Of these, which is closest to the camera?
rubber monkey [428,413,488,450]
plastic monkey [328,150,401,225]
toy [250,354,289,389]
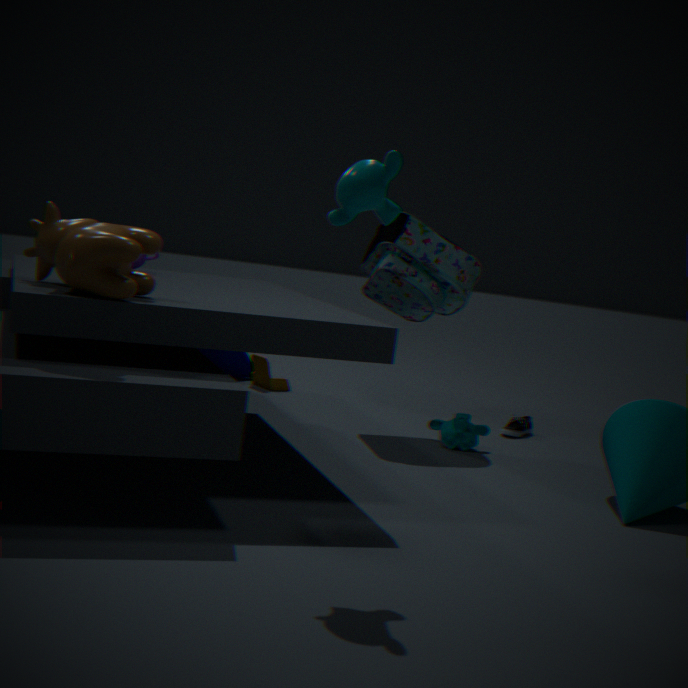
plastic monkey [328,150,401,225]
